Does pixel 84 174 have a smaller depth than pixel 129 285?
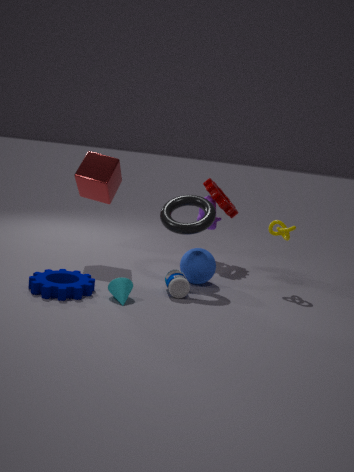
No
